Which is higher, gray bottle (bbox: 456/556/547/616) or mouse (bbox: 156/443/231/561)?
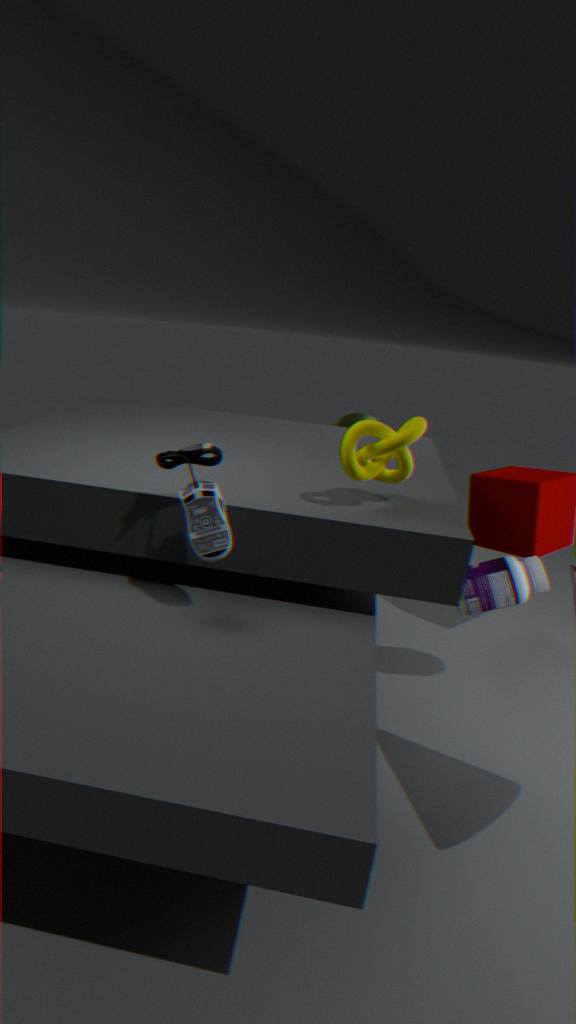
mouse (bbox: 156/443/231/561)
